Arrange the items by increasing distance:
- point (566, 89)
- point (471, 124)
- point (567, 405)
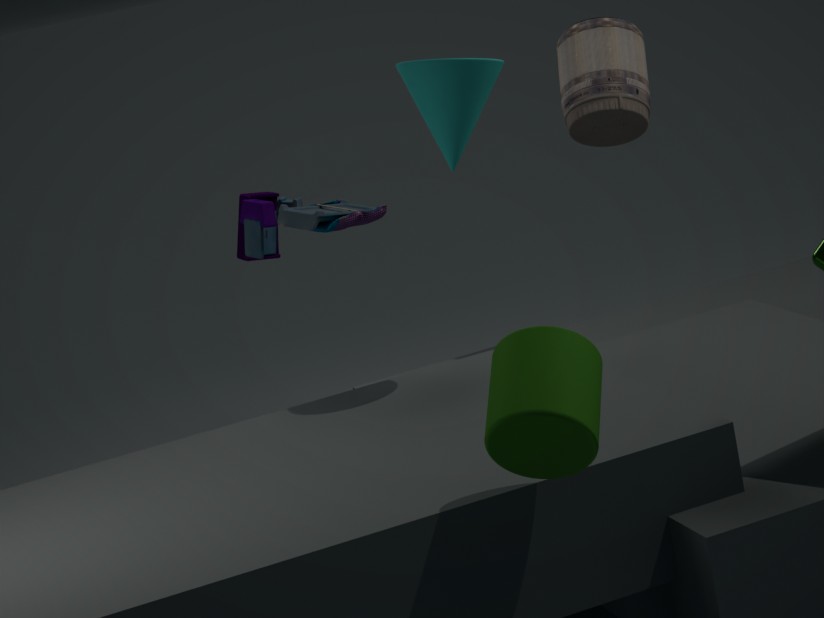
point (567, 405) → point (471, 124) → point (566, 89)
